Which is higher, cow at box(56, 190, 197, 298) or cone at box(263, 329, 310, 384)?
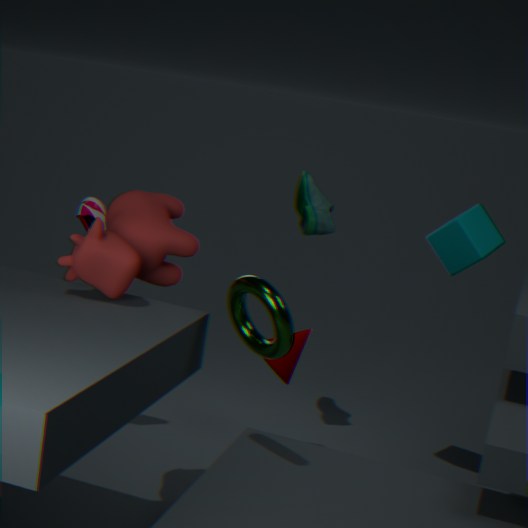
cow at box(56, 190, 197, 298)
